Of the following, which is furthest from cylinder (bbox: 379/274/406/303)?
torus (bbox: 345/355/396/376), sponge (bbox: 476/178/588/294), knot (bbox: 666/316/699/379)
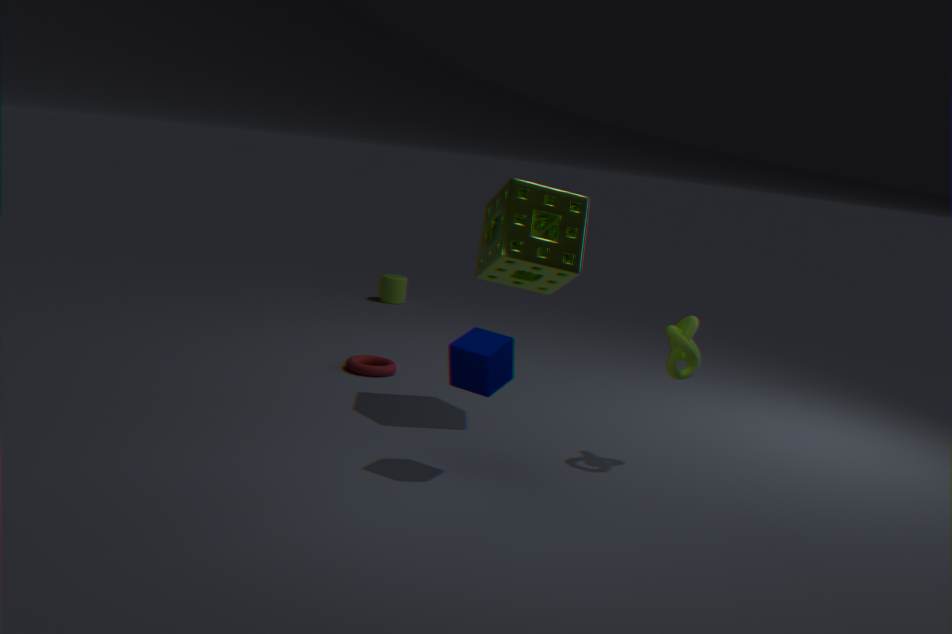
knot (bbox: 666/316/699/379)
